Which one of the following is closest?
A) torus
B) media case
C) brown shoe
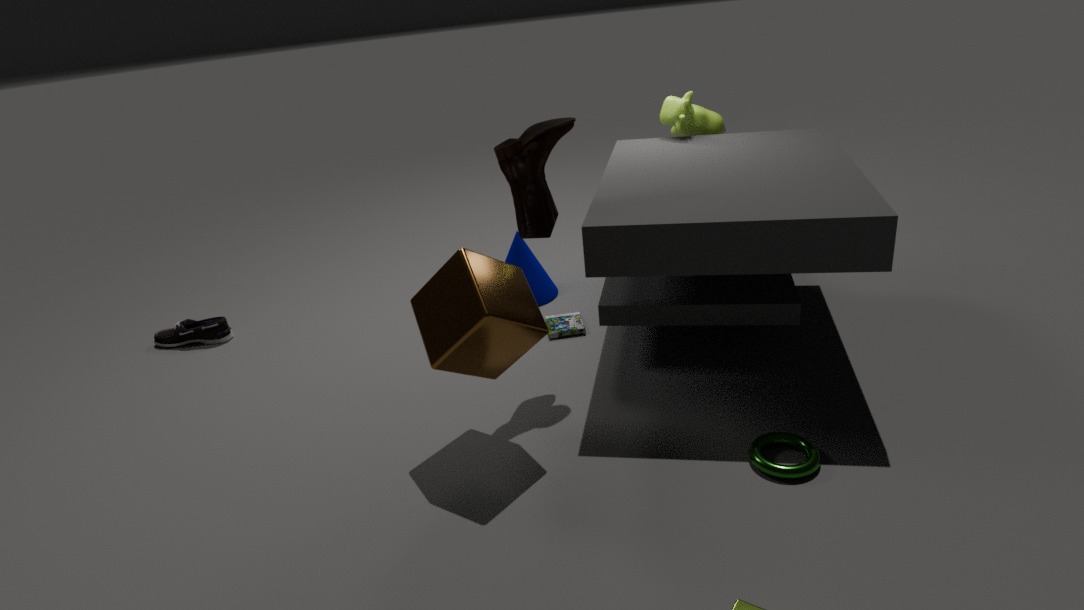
torus
